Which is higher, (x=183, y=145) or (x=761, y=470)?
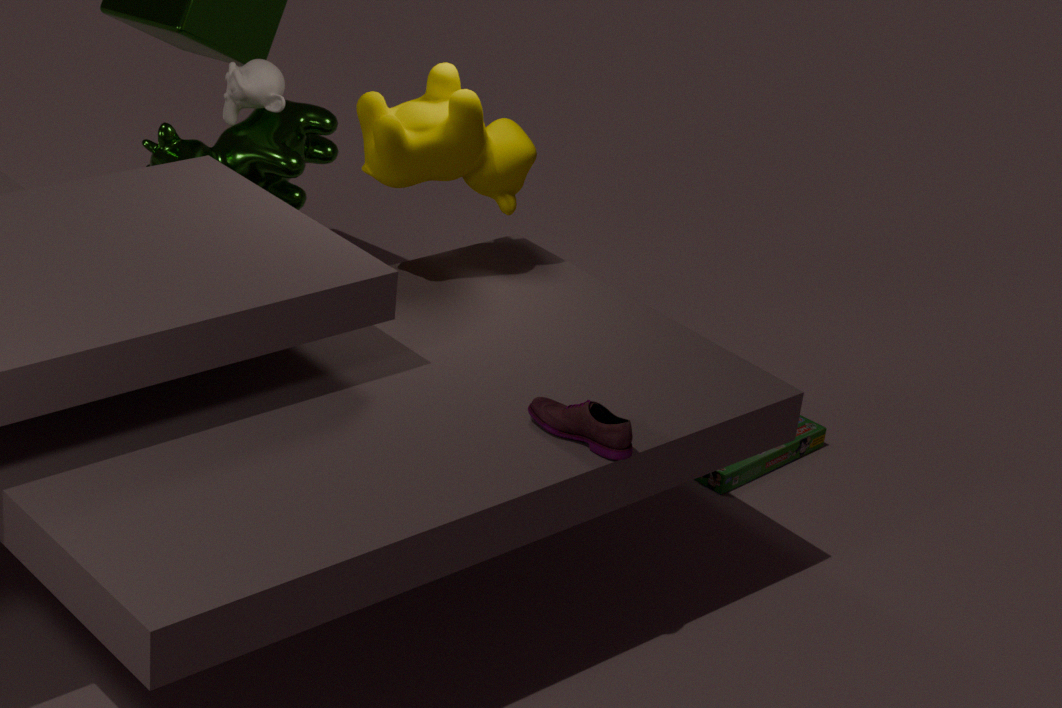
(x=183, y=145)
